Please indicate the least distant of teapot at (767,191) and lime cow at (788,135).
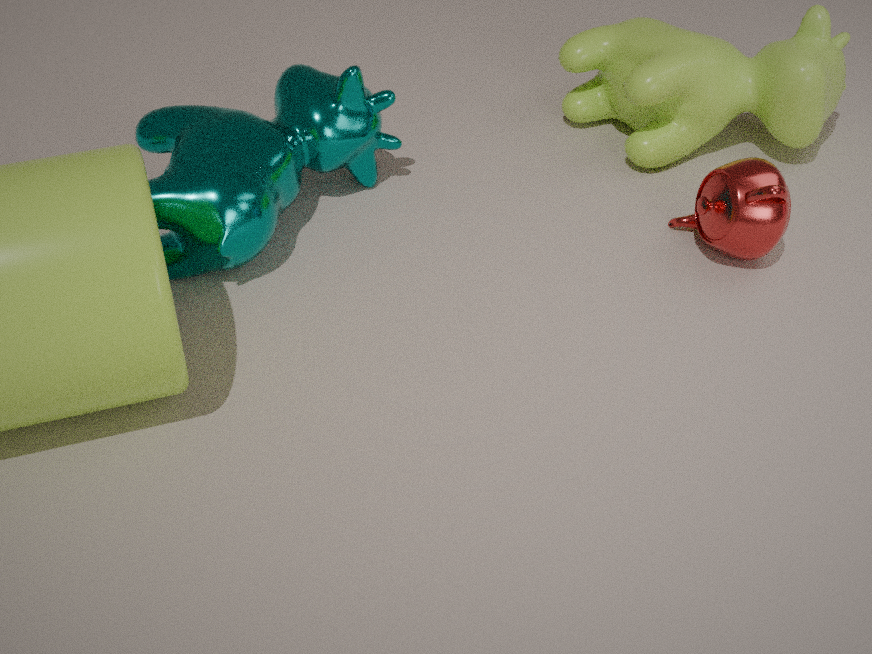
teapot at (767,191)
